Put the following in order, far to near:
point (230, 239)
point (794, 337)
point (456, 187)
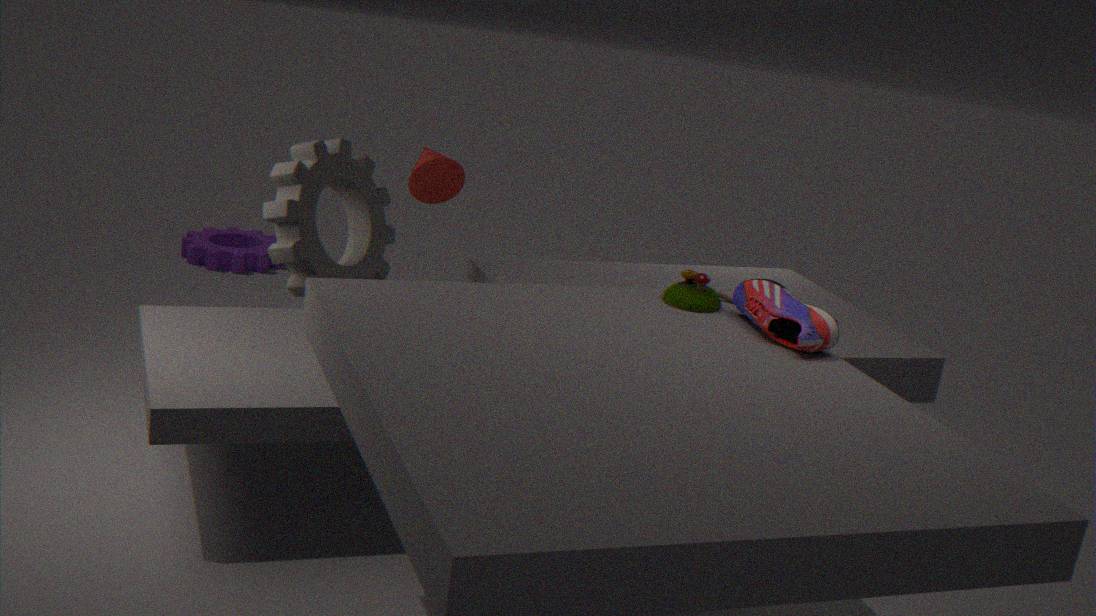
1. point (230, 239)
2. point (456, 187)
3. point (794, 337)
